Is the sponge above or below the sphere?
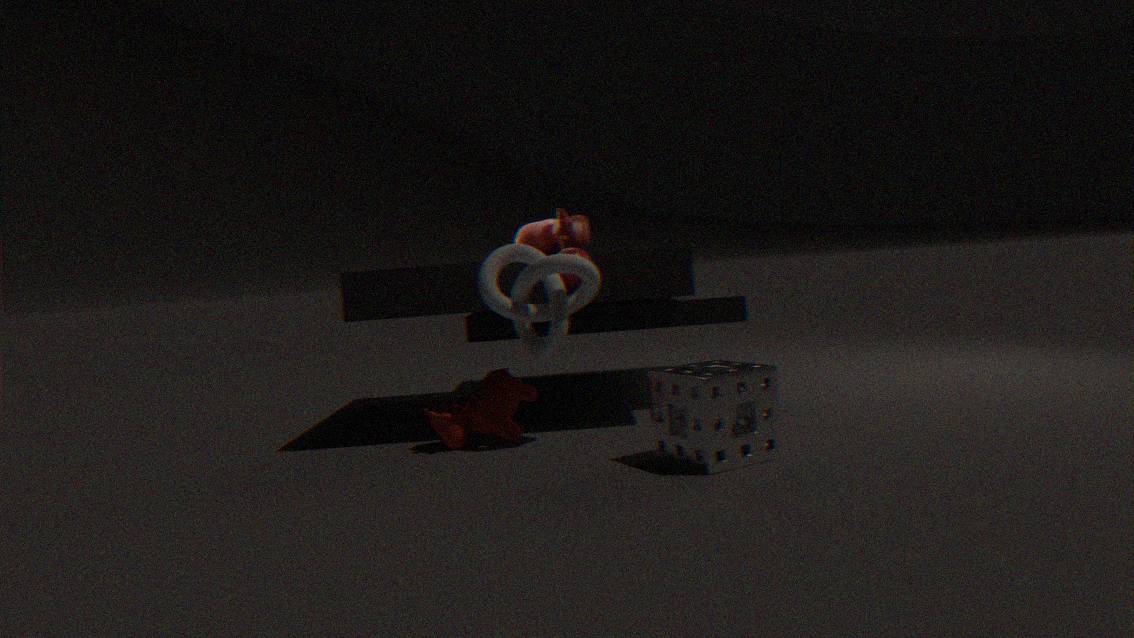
below
